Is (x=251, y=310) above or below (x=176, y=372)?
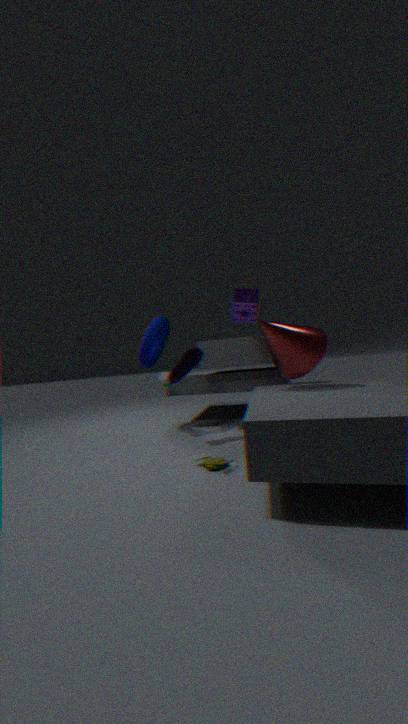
above
